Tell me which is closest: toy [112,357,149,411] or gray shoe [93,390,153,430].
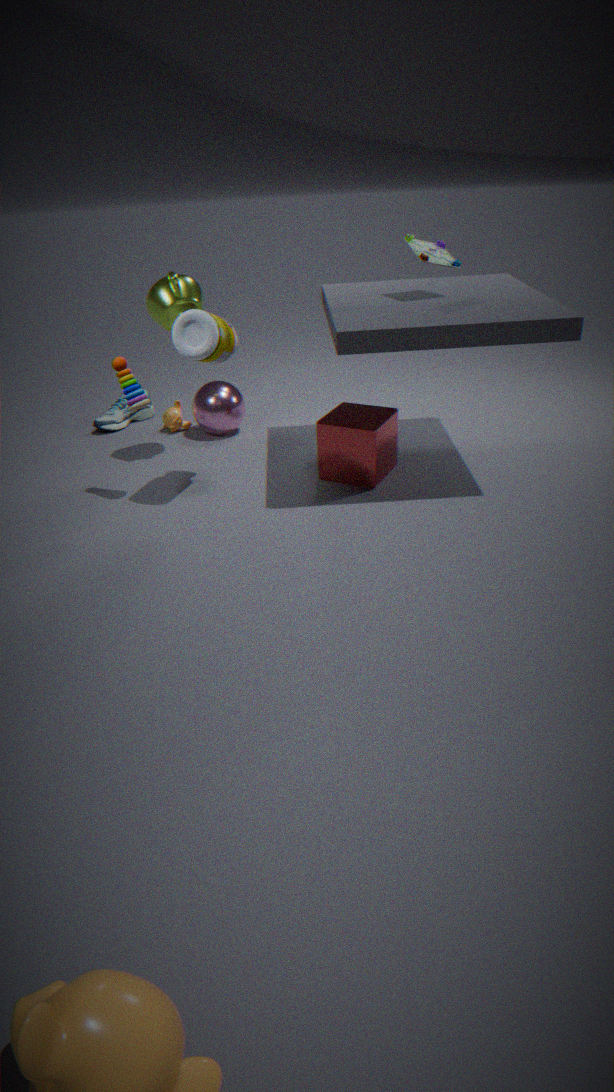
toy [112,357,149,411]
